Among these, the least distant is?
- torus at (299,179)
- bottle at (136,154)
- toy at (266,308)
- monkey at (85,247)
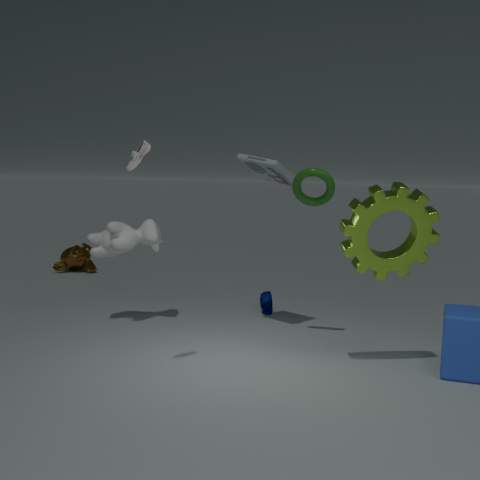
bottle at (136,154)
